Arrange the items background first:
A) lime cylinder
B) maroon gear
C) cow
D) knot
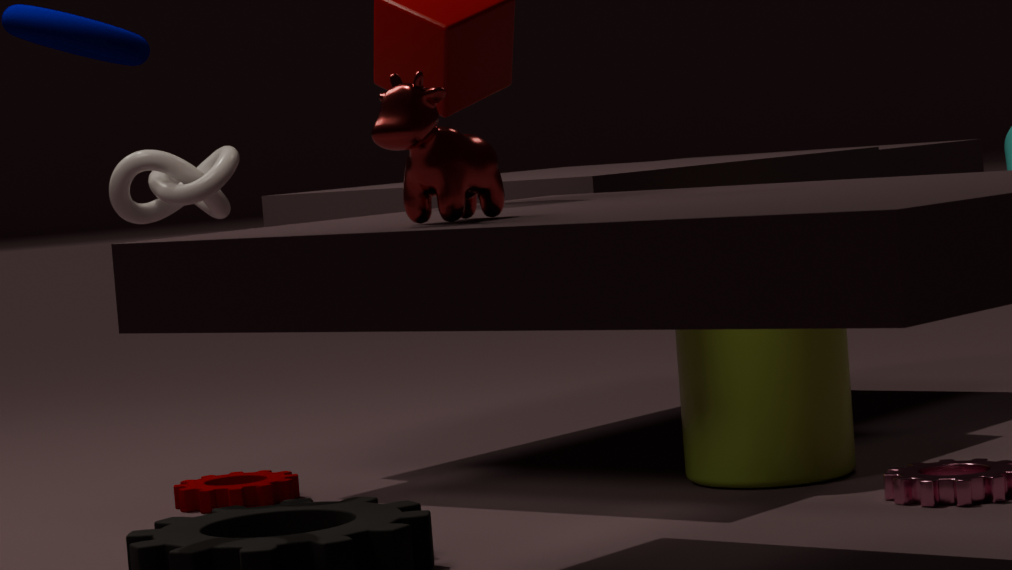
maroon gear < lime cylinder < knot < cow
